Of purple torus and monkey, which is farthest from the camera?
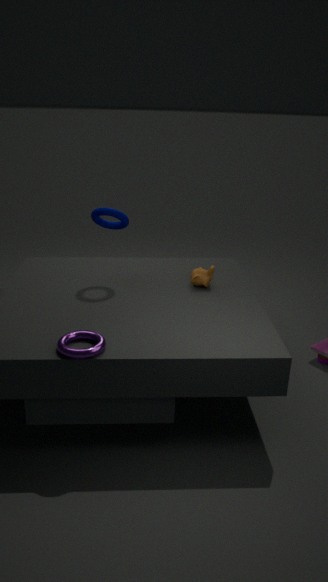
monkey
